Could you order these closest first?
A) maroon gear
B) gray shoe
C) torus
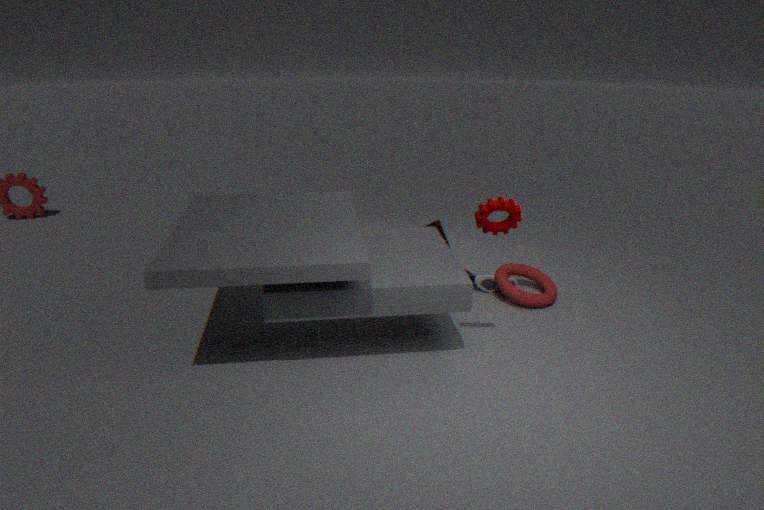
maroon gear, torus, gray shoe
